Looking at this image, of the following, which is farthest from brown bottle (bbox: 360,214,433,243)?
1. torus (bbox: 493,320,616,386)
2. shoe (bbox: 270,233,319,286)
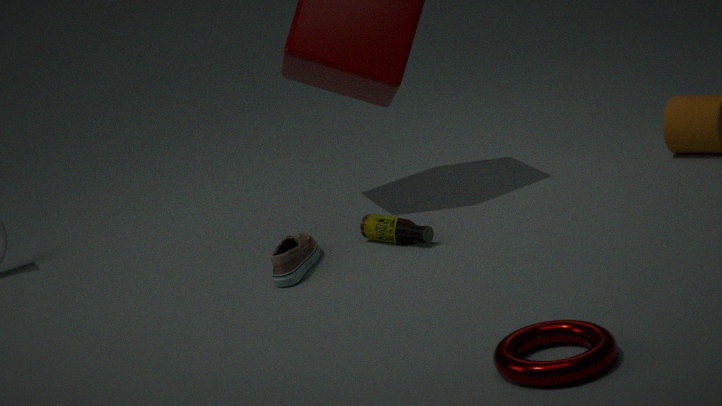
torus (bbox: 493,320,616,386)
